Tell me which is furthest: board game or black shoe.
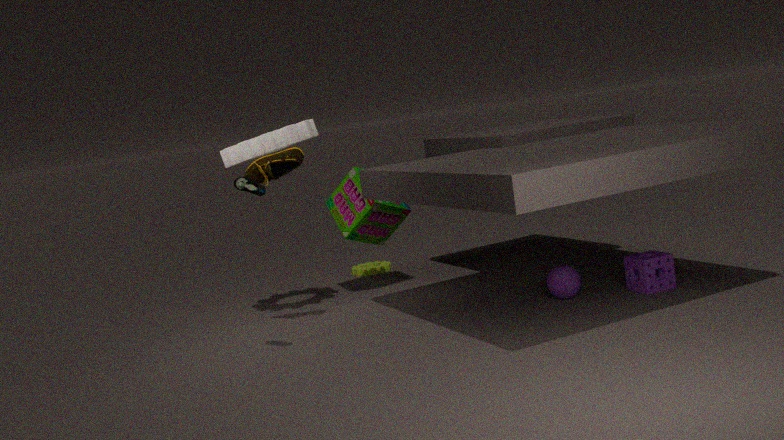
board game
